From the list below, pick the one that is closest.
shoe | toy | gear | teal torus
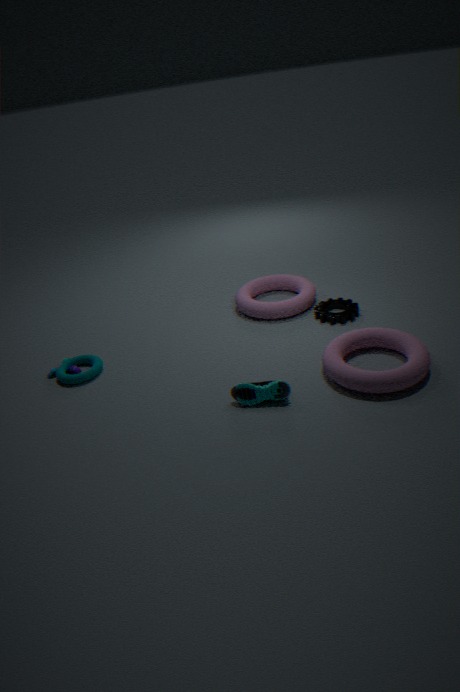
shoe
